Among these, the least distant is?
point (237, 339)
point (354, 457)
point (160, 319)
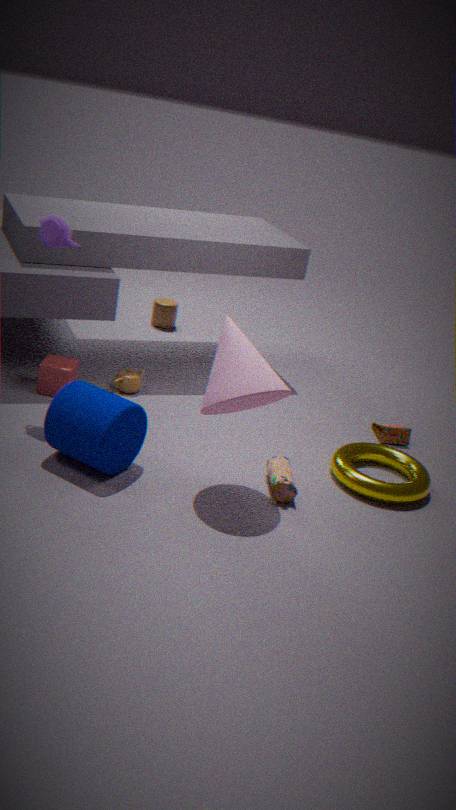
point (237, 339)
